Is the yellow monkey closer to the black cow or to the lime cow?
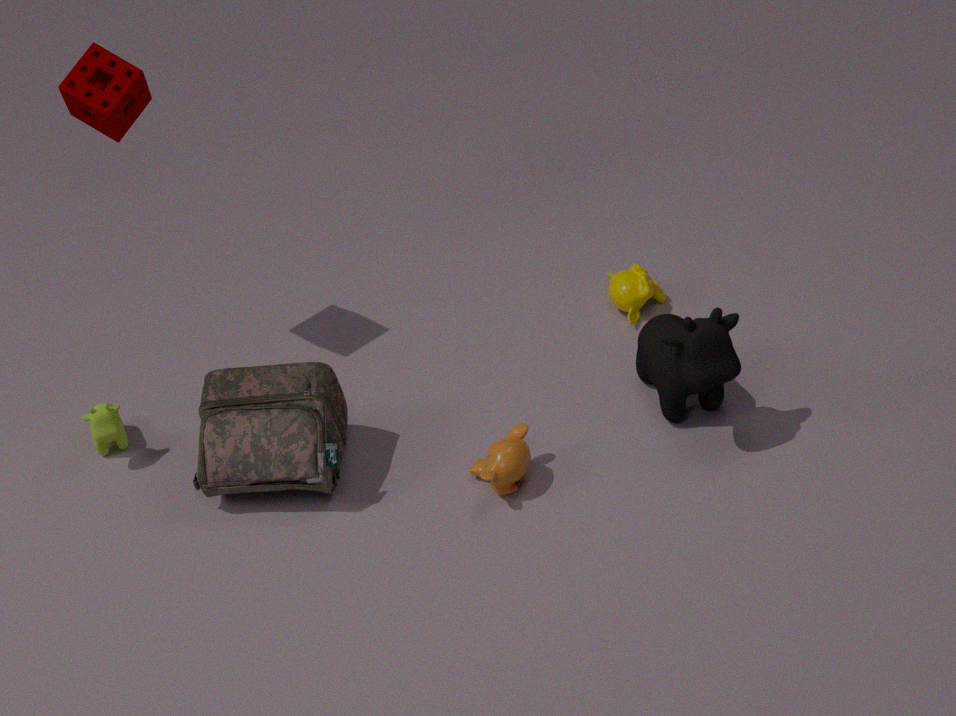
the black cow
